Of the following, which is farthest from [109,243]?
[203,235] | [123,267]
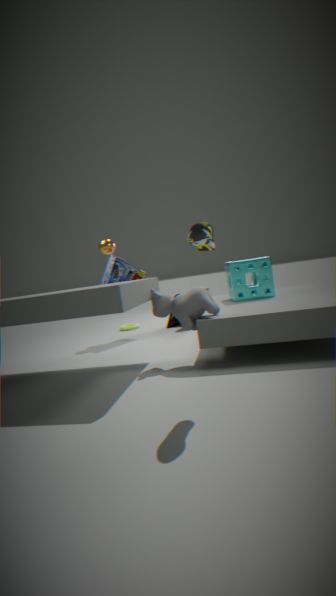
[203,235]
